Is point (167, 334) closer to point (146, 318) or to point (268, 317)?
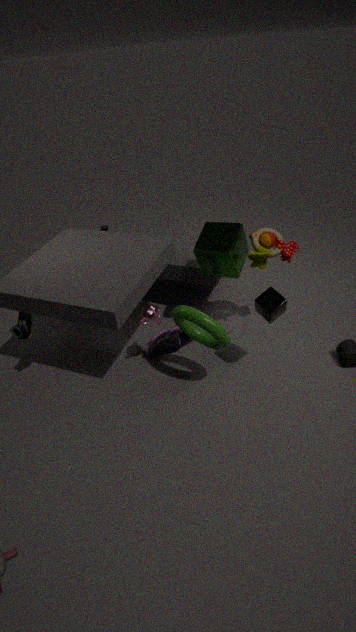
point (146, 318)
